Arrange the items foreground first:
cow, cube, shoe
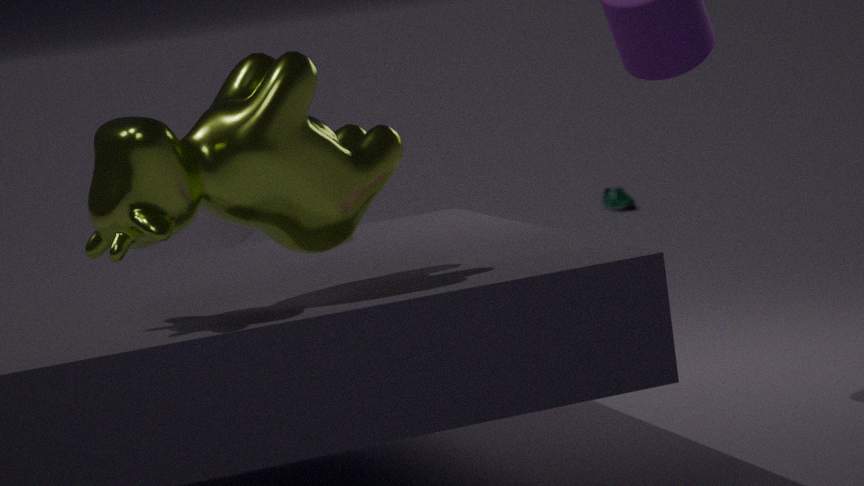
cow → cube → shoe
